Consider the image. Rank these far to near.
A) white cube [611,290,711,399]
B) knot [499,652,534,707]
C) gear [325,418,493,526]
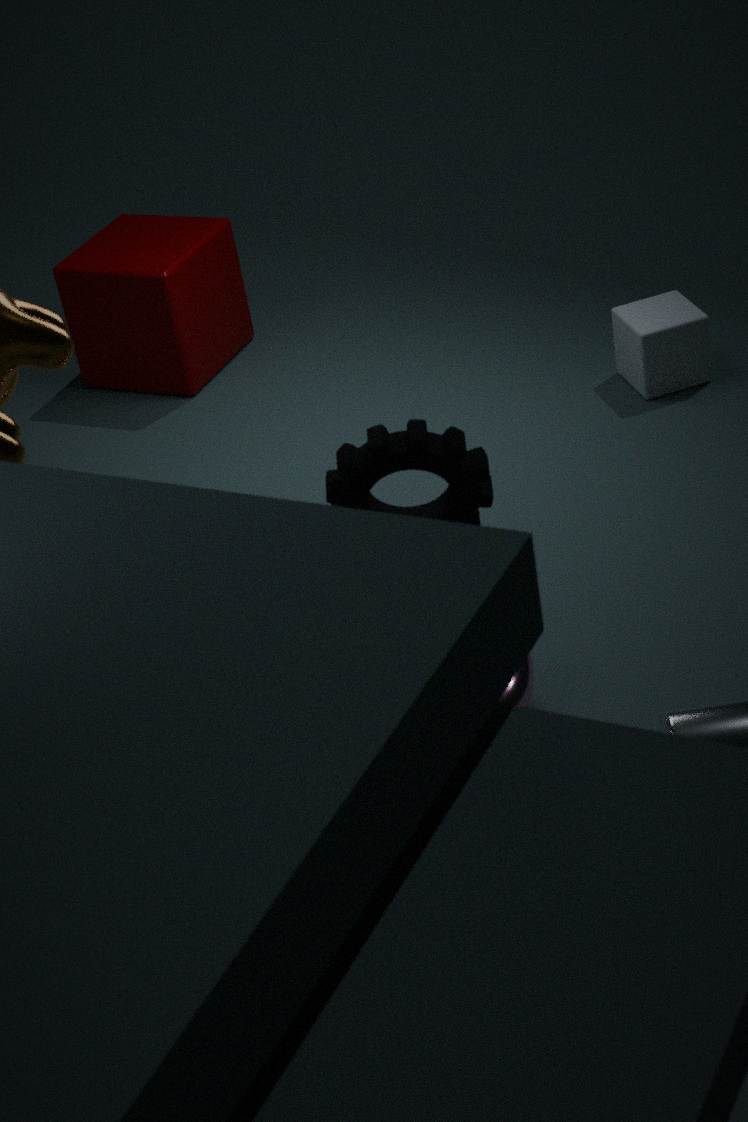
white cube [611,290,711,399] < knot [499,652,534,707] < gear [325,418,493,526]
